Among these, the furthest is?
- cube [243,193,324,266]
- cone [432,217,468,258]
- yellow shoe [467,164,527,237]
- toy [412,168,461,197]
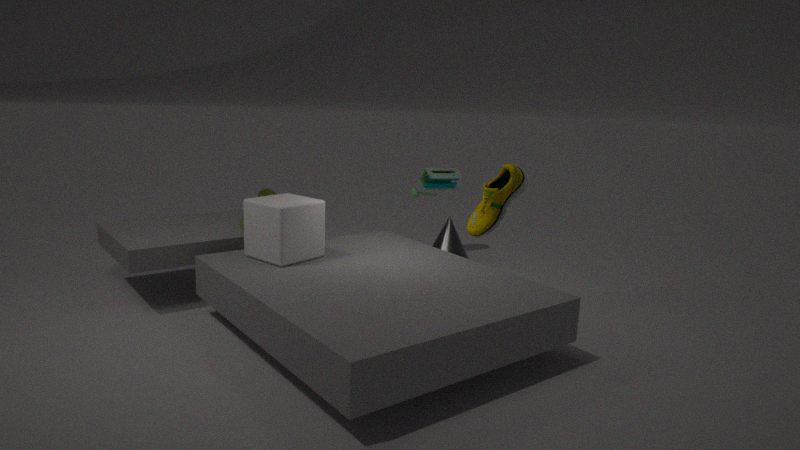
toy [412,168,461,197]
